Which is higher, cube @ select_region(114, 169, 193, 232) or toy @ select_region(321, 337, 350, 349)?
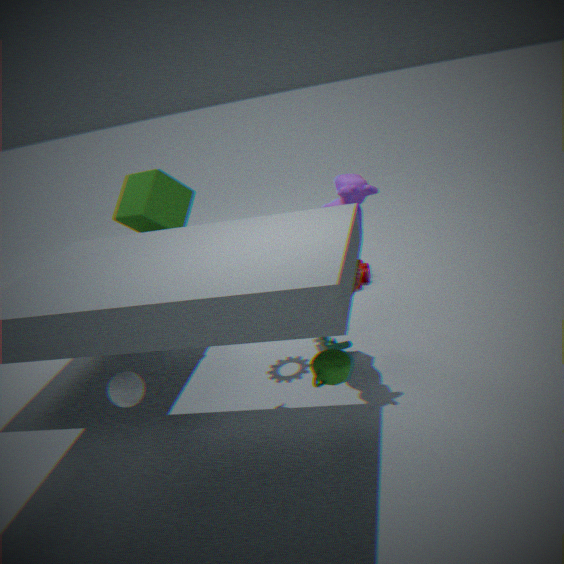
cube @ select_region(114, 169, 193, 232)
